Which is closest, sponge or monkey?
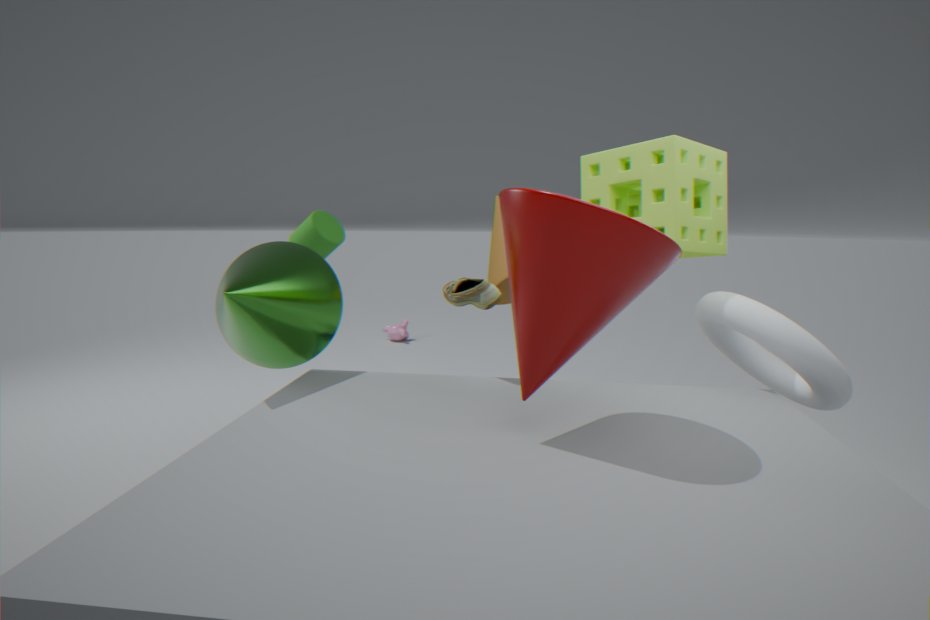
sponge
